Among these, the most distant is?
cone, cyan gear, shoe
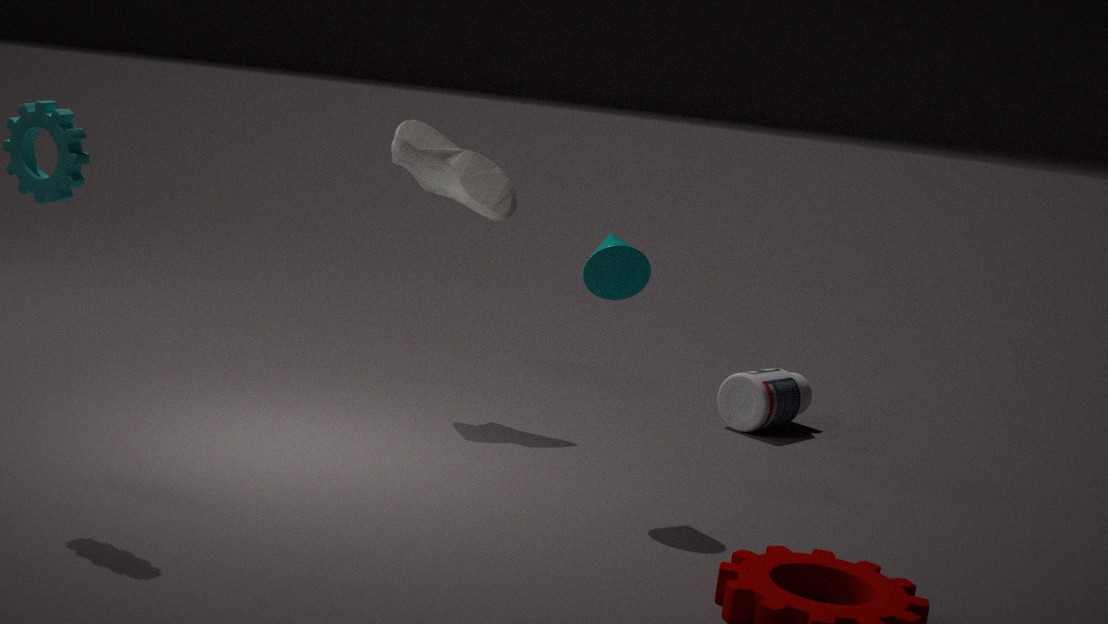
shoe
